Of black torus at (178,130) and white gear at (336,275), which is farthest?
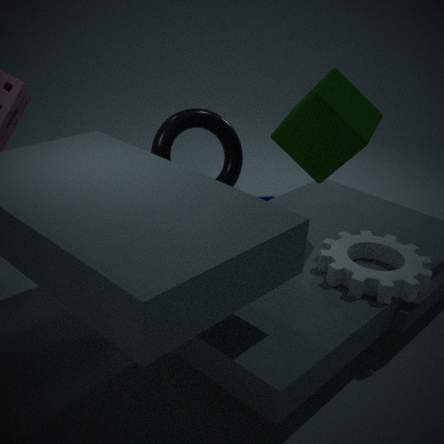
black torus at (178,130)
